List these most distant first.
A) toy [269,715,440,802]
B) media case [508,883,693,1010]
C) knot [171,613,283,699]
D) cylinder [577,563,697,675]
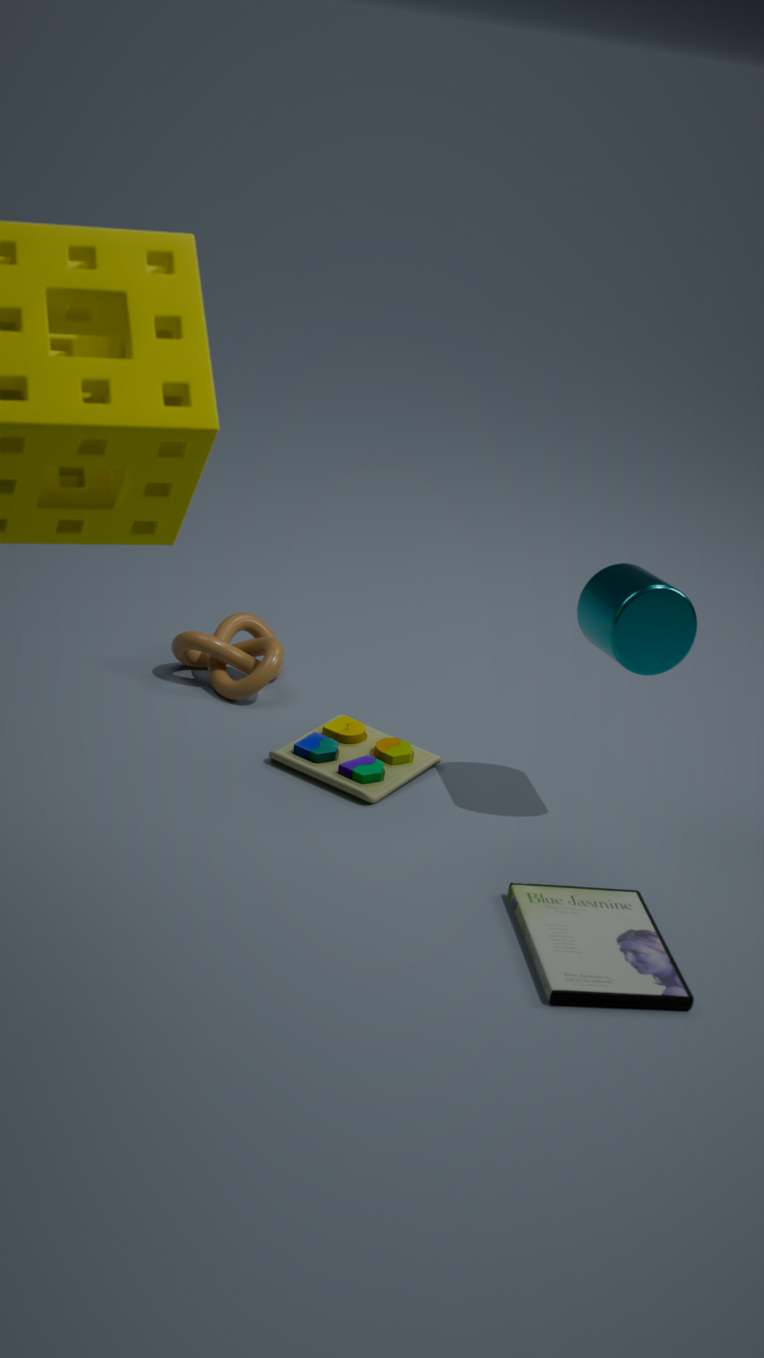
knot [171,613,283,699], toy [269,715,440,802], cylinder [577,563,697,675], media case [508,883,693,1010]
